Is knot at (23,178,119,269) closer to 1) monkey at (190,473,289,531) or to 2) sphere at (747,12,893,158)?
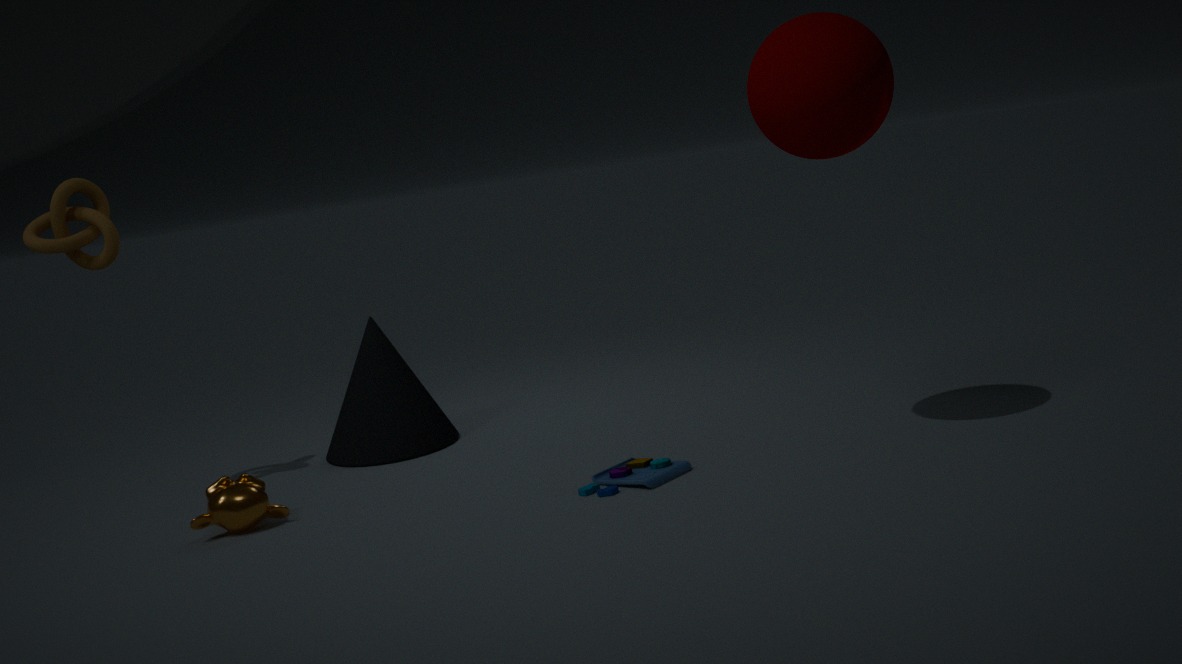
1) monkey at (190,473,289,531)
